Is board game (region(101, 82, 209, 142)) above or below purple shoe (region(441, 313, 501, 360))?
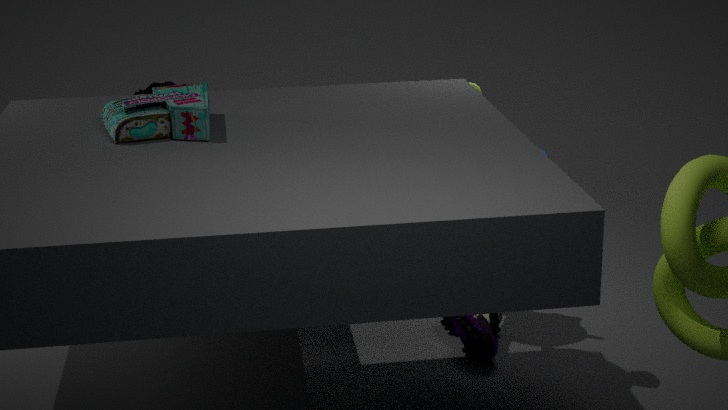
above
